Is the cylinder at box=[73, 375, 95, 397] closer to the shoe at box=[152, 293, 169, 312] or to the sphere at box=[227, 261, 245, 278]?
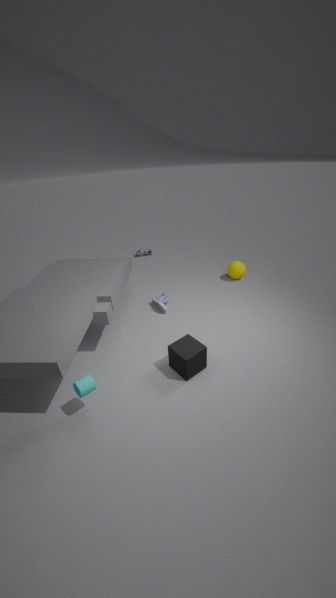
the shoe at box=[152, 293, 169, 312]
